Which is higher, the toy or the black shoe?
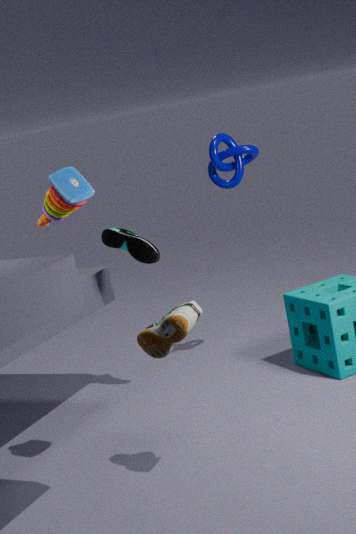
the toy
